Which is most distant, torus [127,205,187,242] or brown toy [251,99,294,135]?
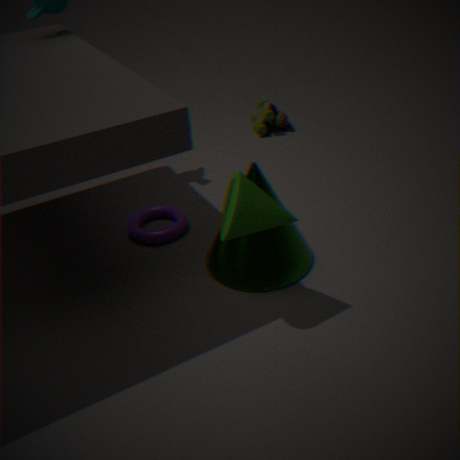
brown toy [251,99,294,135]
